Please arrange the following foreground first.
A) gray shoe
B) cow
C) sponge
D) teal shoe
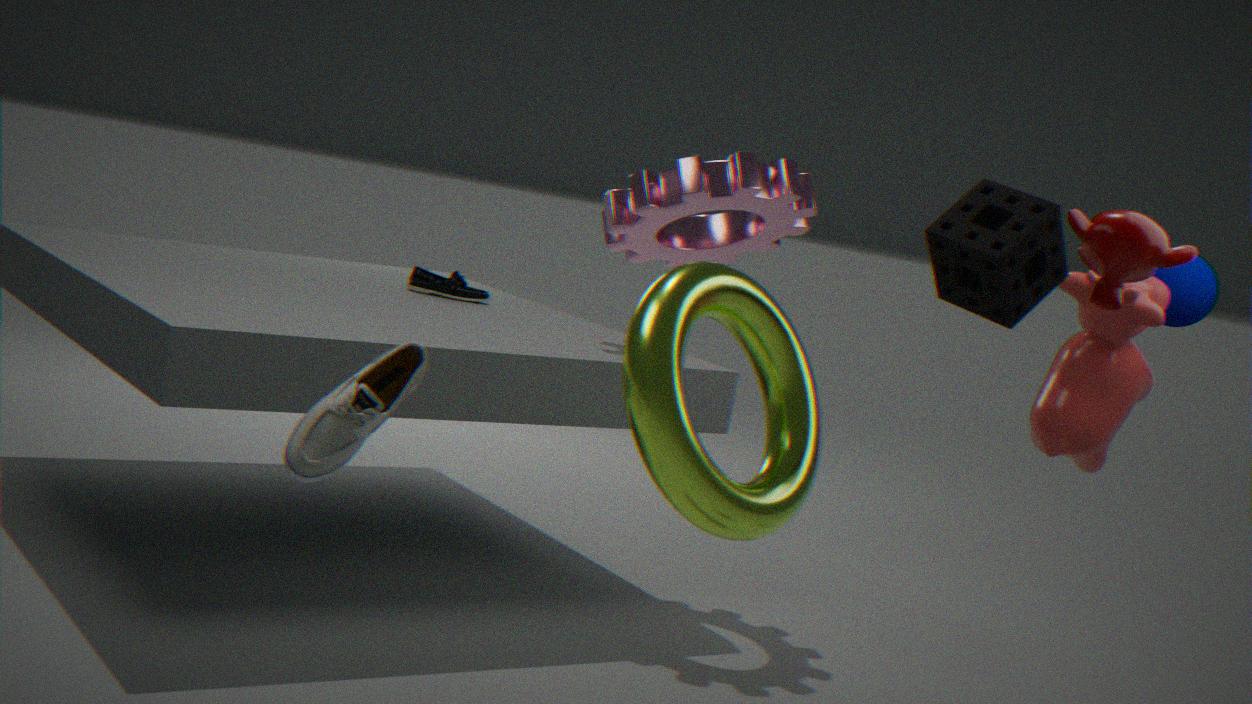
gray shoe < sponge < cow < teal shoe
